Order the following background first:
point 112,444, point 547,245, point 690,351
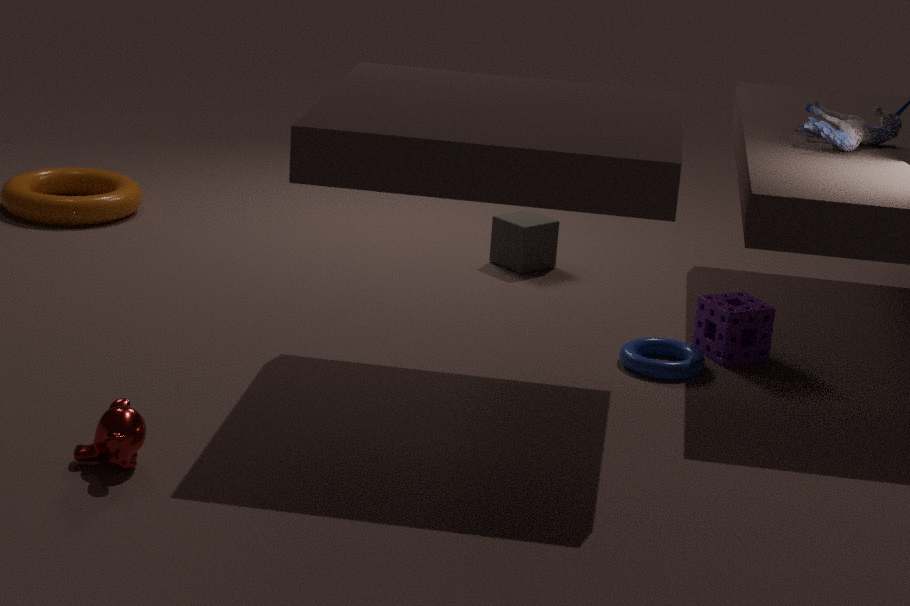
point 547,245 → point 690,351 → point 112,444
